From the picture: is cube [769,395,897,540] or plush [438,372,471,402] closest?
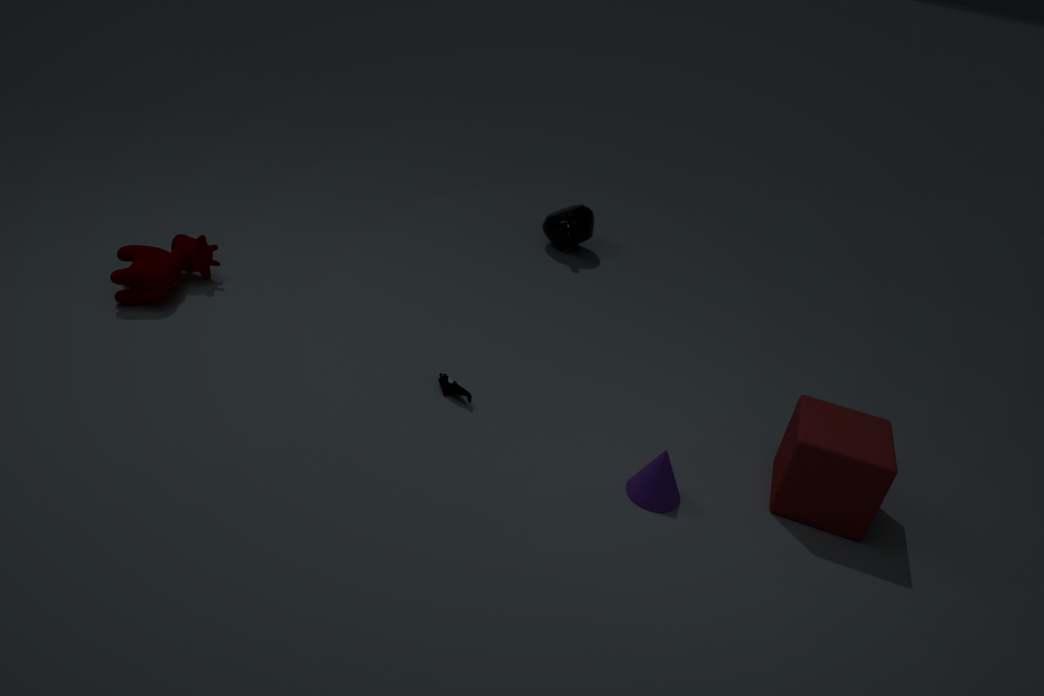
cube [769,395,897,540]
